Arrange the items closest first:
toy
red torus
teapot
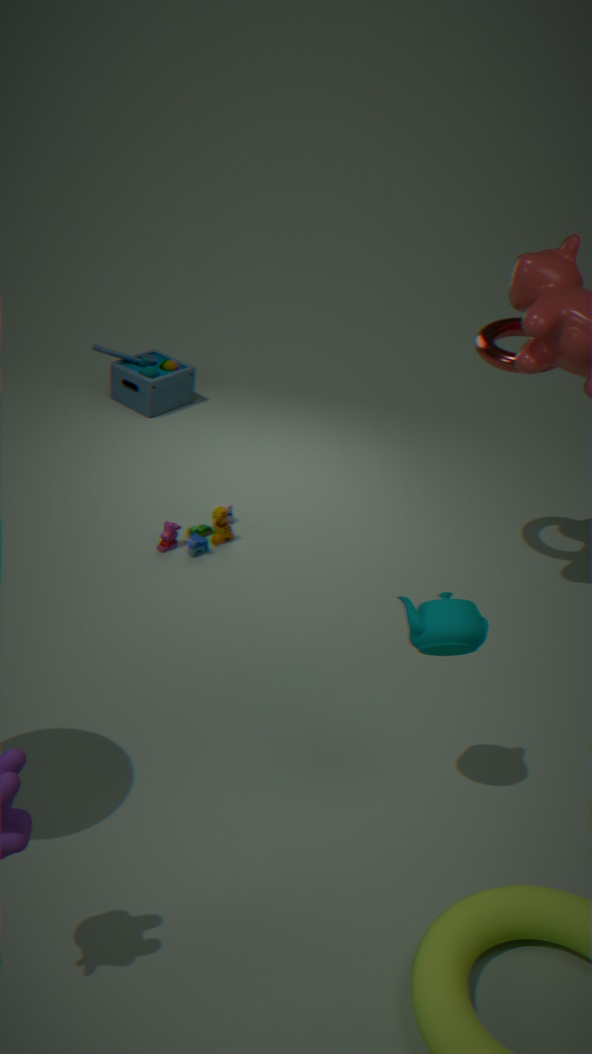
teapot
red torus
toy
